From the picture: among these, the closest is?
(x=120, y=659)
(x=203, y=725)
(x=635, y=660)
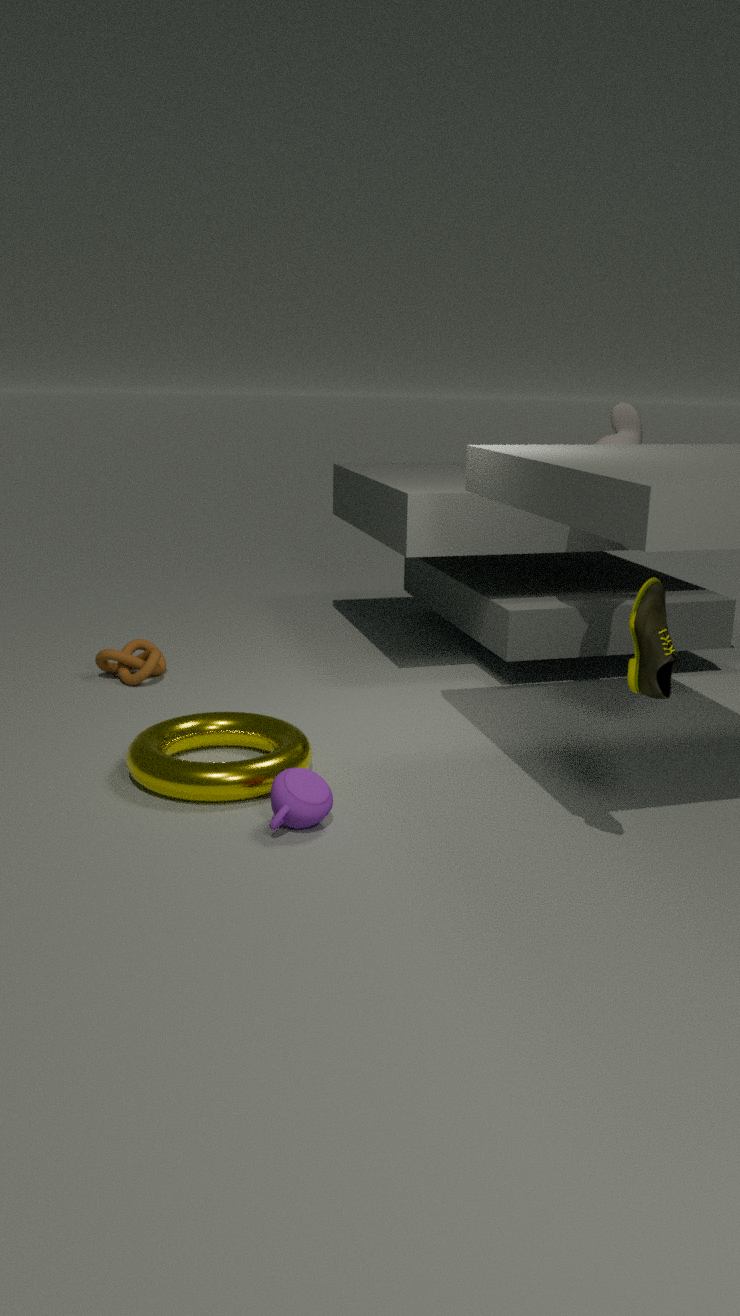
(x=635, y=660)
